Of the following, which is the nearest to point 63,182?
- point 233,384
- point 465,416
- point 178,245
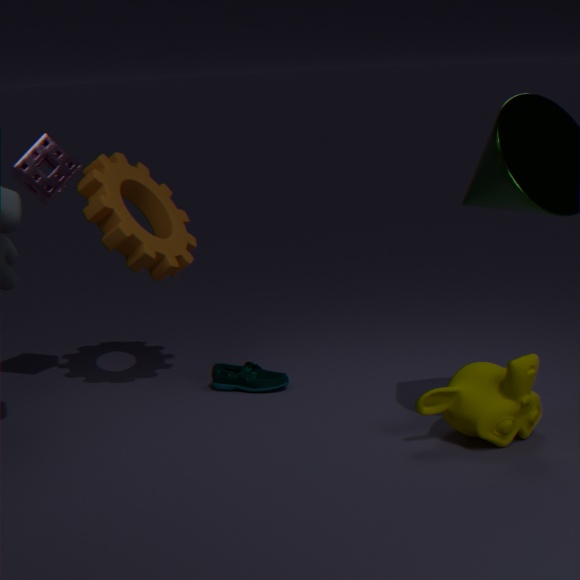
point 178,245
